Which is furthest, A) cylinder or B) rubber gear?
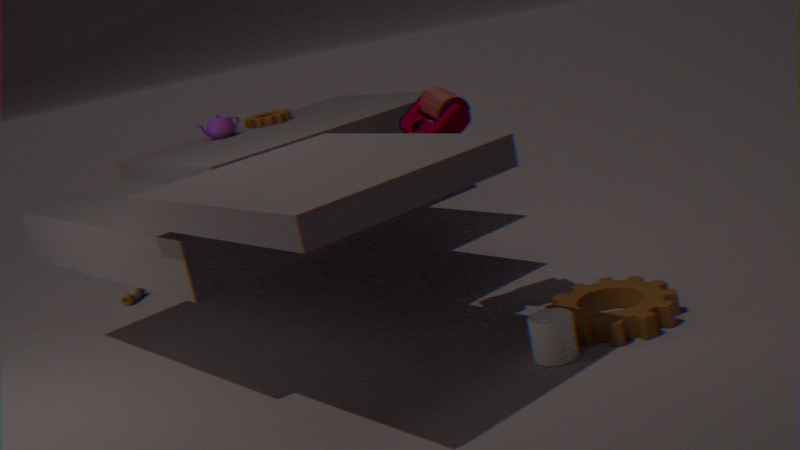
B. rubber gear
